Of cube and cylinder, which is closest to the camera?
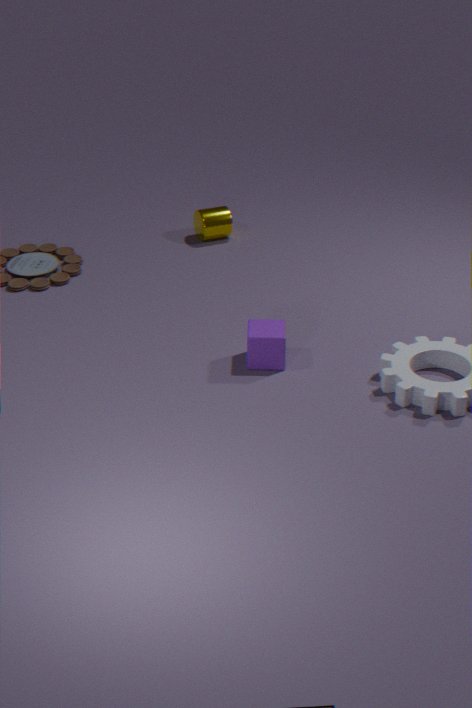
cube
